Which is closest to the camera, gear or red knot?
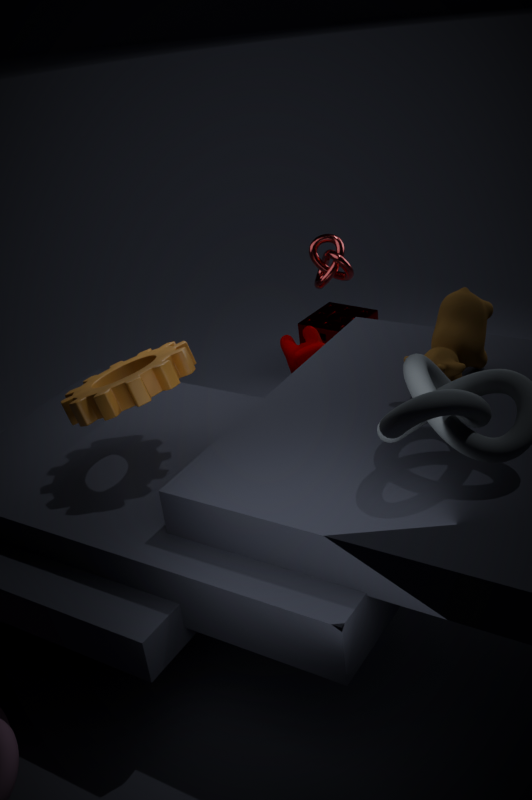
gear
